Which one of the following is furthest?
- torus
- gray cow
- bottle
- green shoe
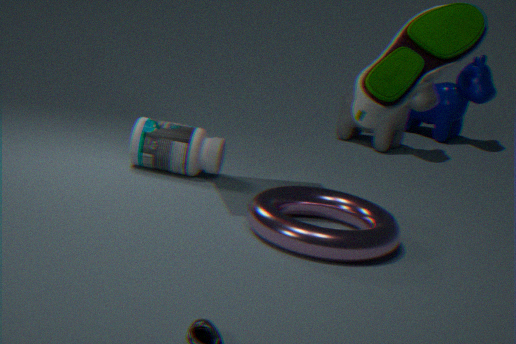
gray cow
